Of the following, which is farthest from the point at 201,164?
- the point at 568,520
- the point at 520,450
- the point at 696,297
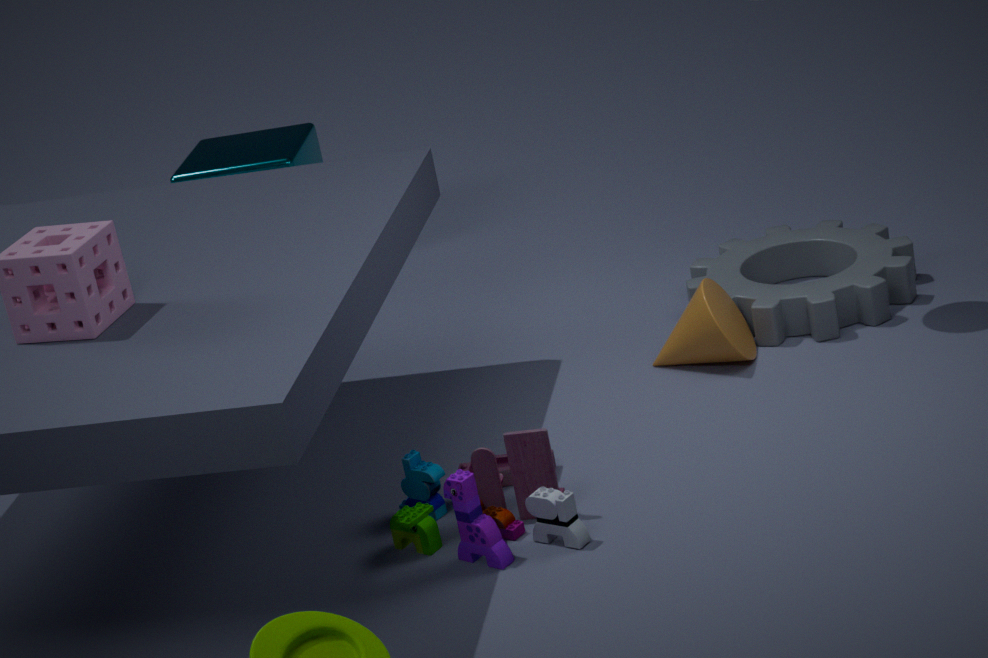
the point at 568,520
